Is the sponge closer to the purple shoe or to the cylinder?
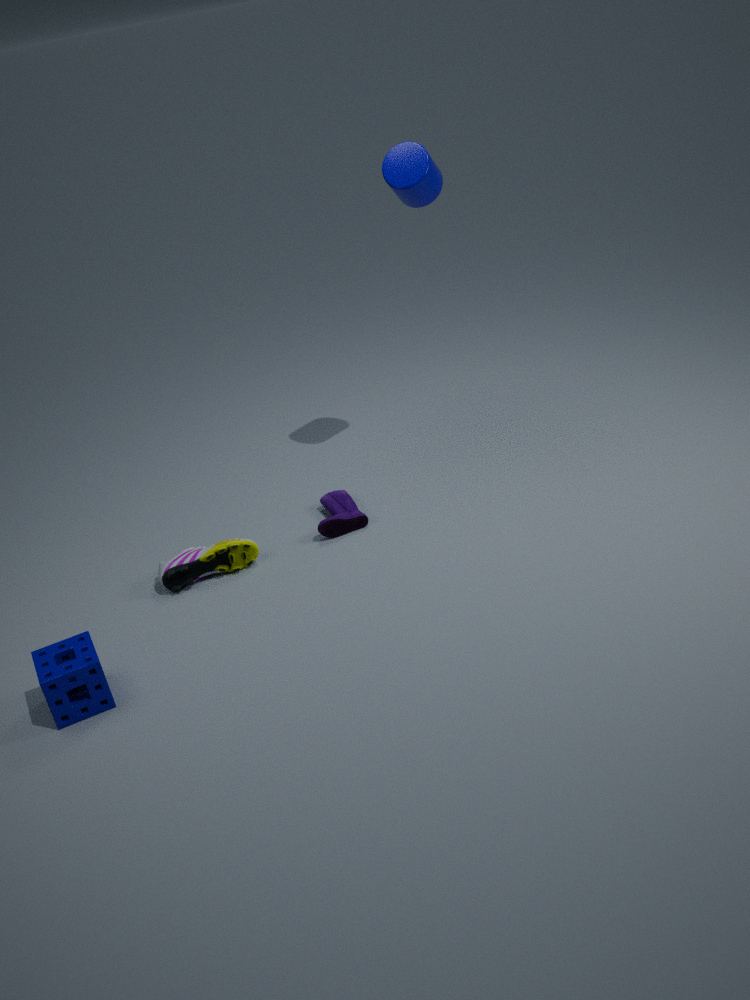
the purple shoe
